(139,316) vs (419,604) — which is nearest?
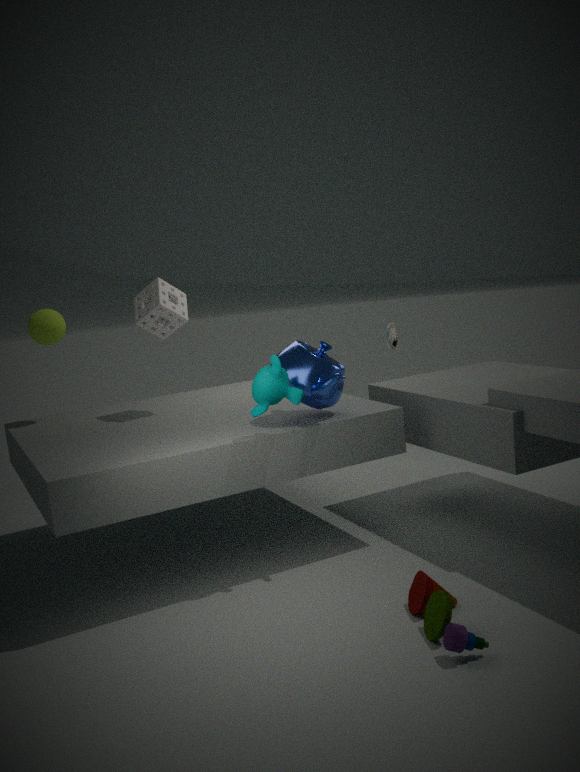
(419,604)
